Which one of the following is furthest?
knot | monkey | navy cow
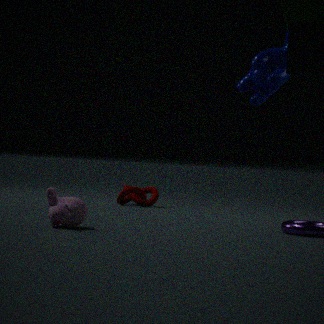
knot
